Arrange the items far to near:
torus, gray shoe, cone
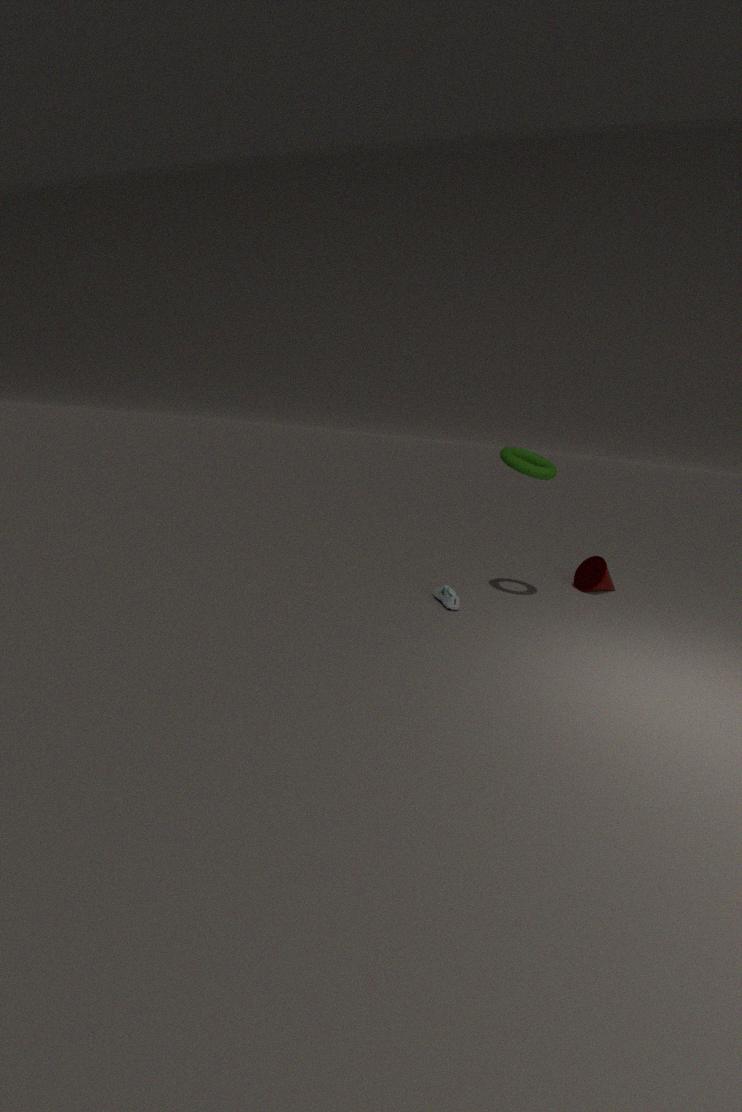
cone, gray shoe, torus
